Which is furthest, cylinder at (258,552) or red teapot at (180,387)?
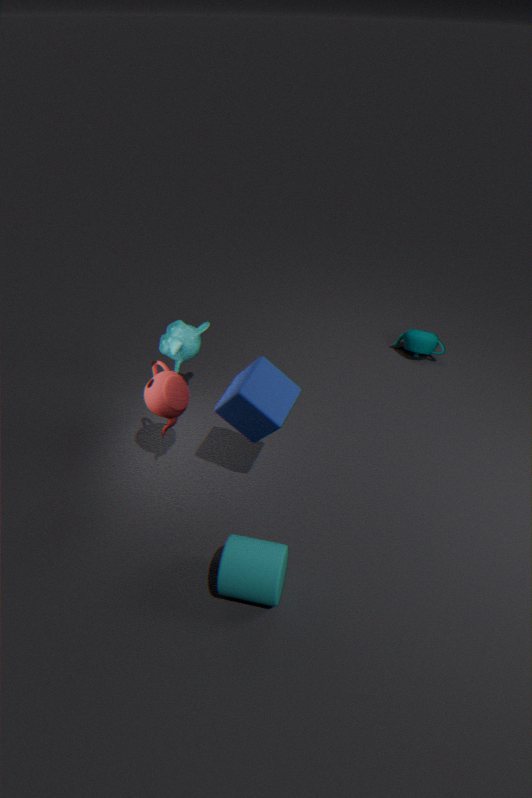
red teapot at (180,387)
